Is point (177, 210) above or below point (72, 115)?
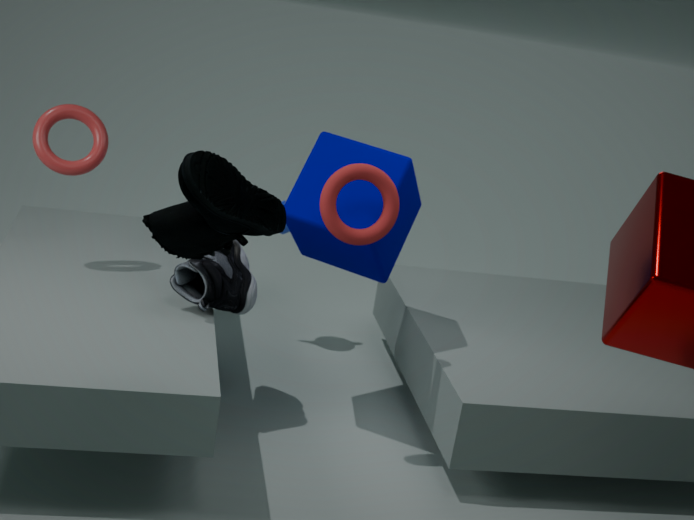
above
